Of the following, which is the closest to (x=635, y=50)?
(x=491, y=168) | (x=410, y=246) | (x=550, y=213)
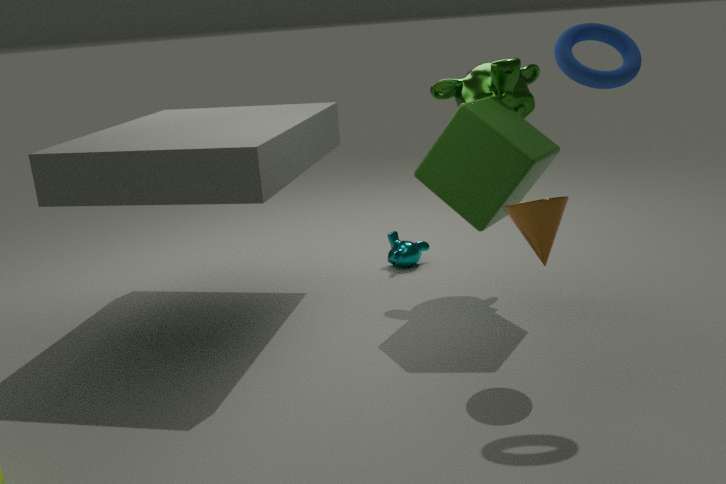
(x=550, y=213)
